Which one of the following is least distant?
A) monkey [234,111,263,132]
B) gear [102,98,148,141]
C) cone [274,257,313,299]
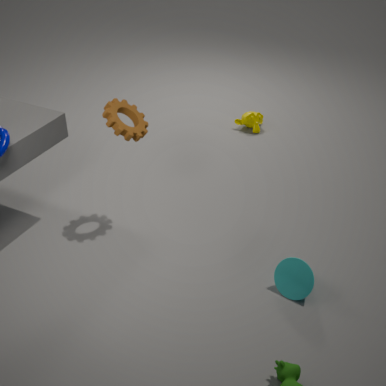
cone [274,257,313,299]
